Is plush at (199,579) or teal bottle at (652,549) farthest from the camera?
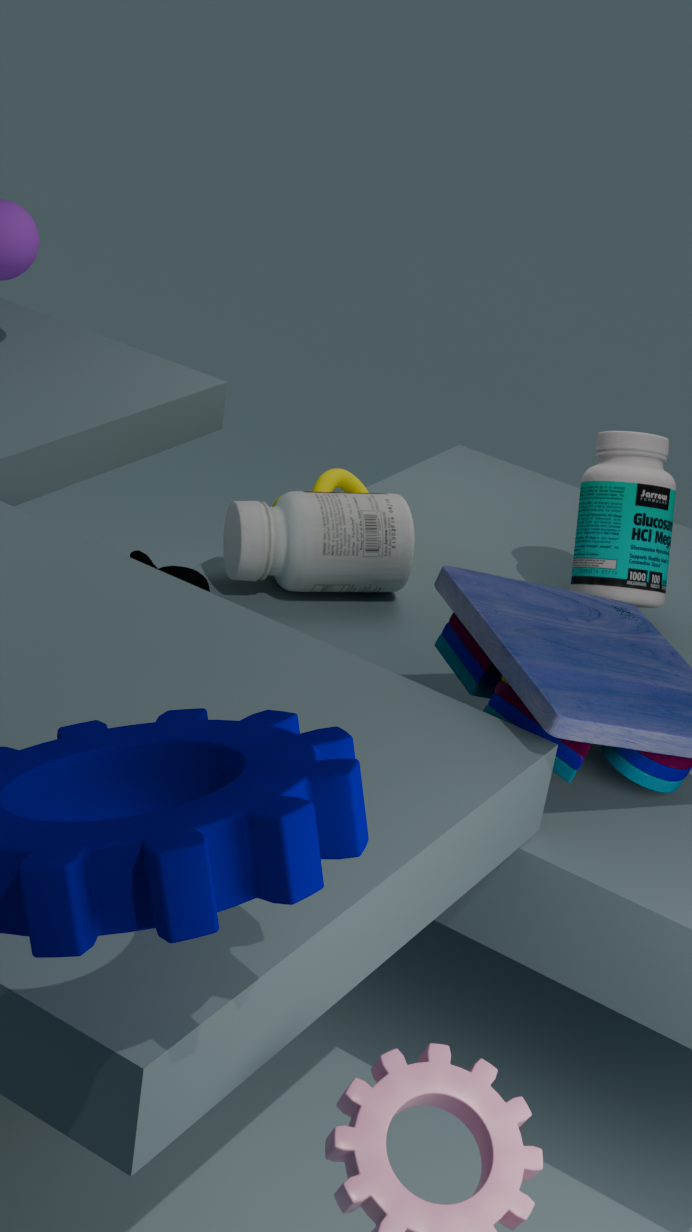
teal bottle at (652,549)
